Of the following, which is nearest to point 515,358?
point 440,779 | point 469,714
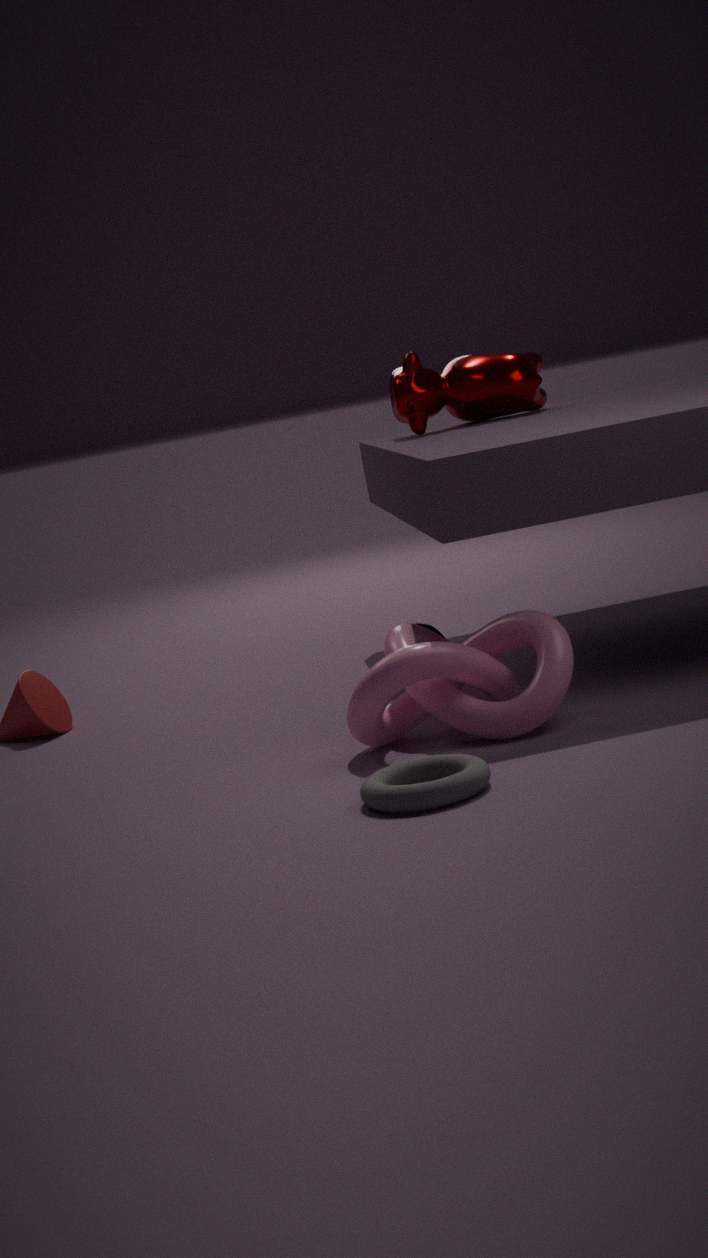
point 469,714
